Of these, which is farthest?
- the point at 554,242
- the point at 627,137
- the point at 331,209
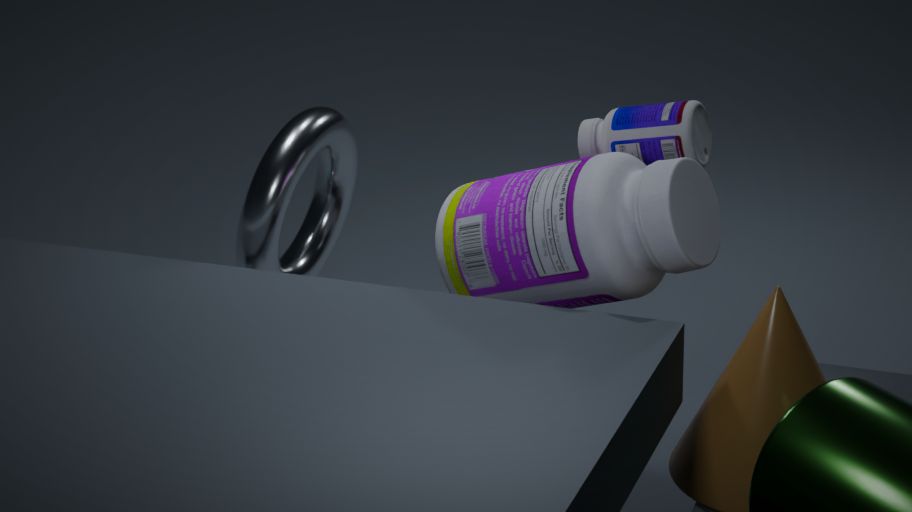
the point at 331,209
